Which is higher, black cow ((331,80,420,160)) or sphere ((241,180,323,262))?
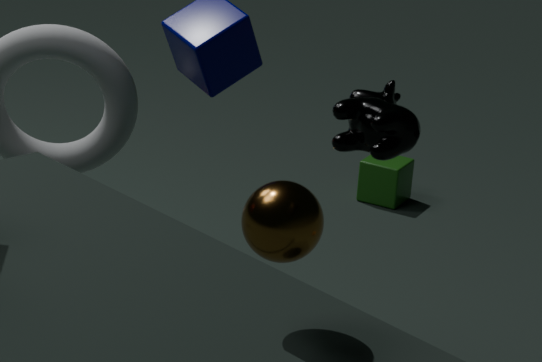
black cow ((331,80,420,160))
